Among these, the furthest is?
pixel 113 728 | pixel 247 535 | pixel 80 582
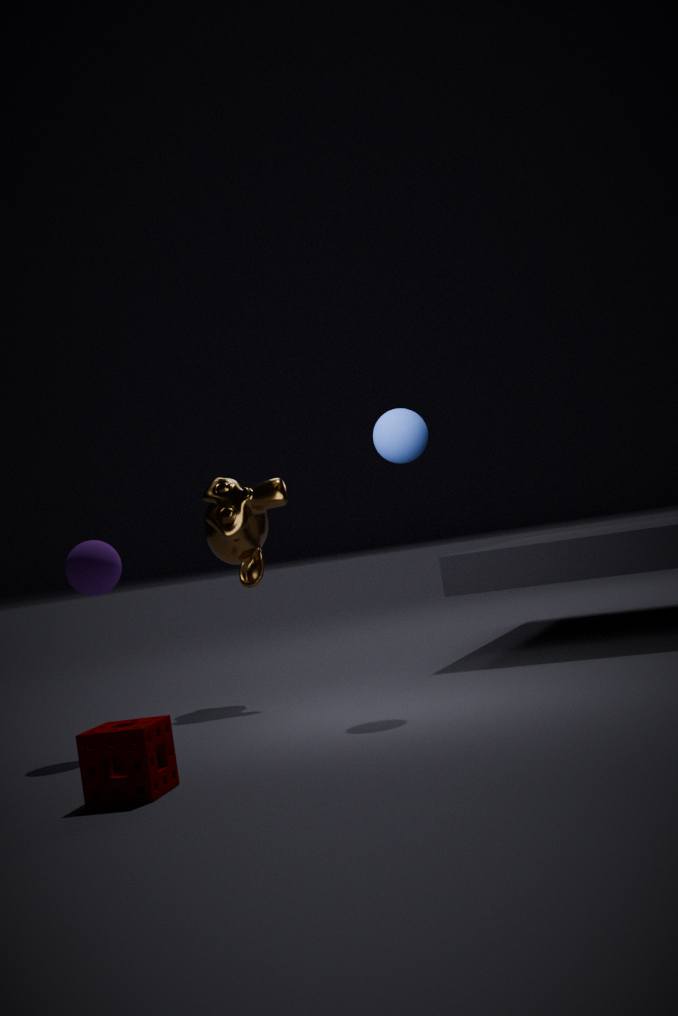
pixel 247 535
